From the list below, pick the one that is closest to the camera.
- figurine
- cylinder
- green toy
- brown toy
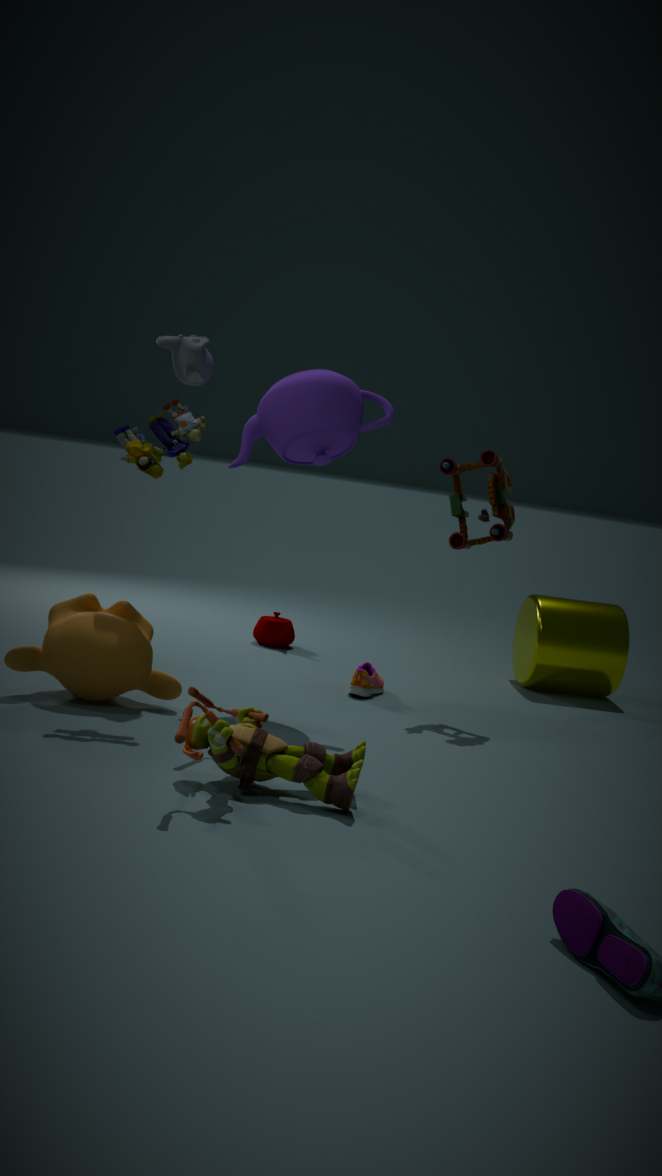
figurine
